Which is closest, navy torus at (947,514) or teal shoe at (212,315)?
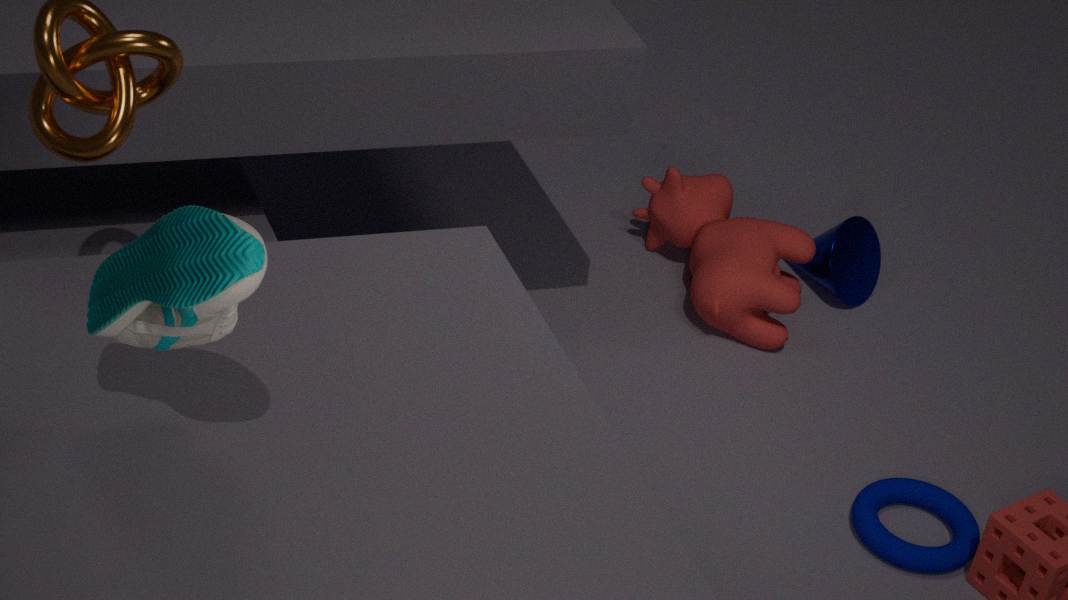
teal shoe at (212,315)
